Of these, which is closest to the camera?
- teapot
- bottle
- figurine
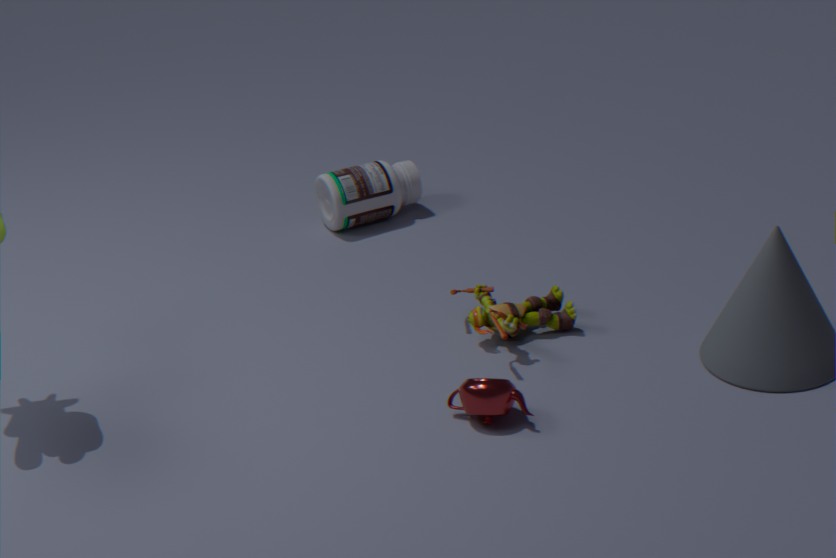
teapot
